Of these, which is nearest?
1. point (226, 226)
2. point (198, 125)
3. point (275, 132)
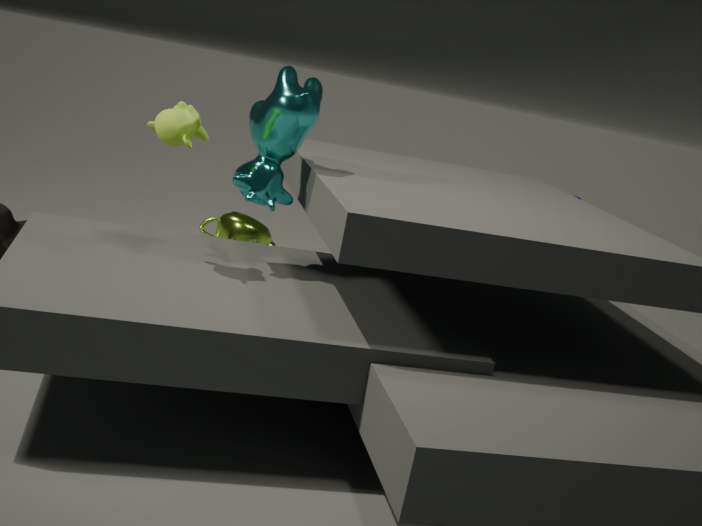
point (198, 125)
